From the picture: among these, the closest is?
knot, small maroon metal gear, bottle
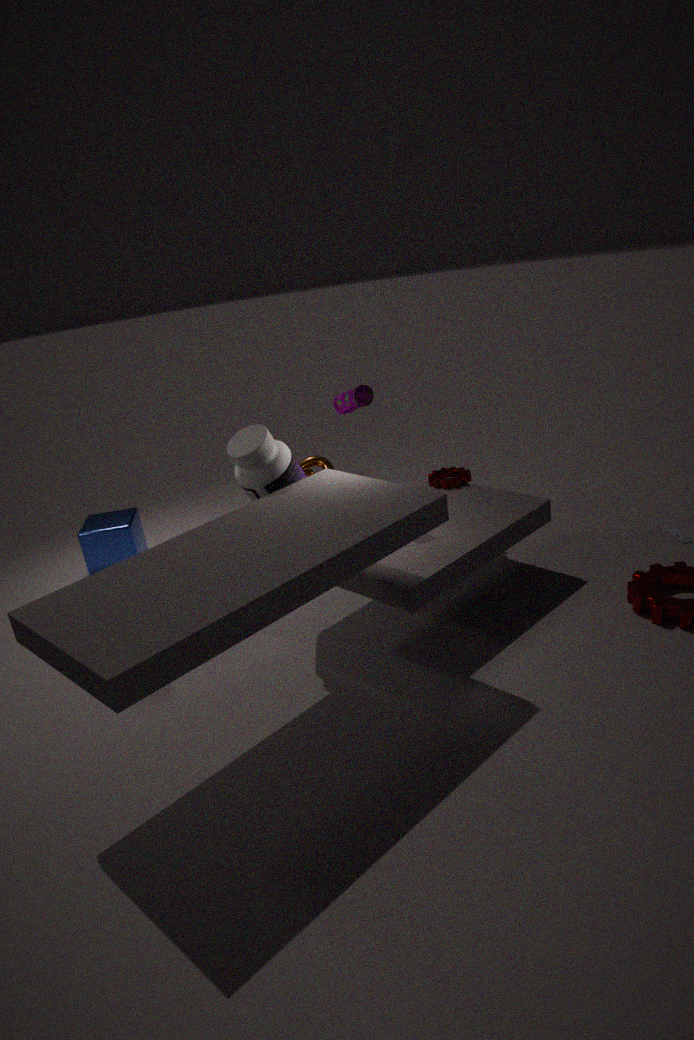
bottle
